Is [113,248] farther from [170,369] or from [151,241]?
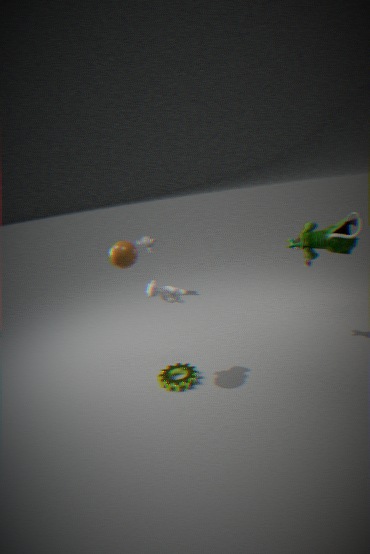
[151,241]
